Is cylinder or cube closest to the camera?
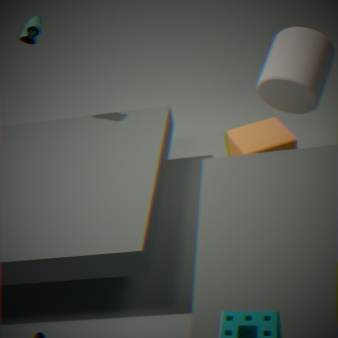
cylinder
